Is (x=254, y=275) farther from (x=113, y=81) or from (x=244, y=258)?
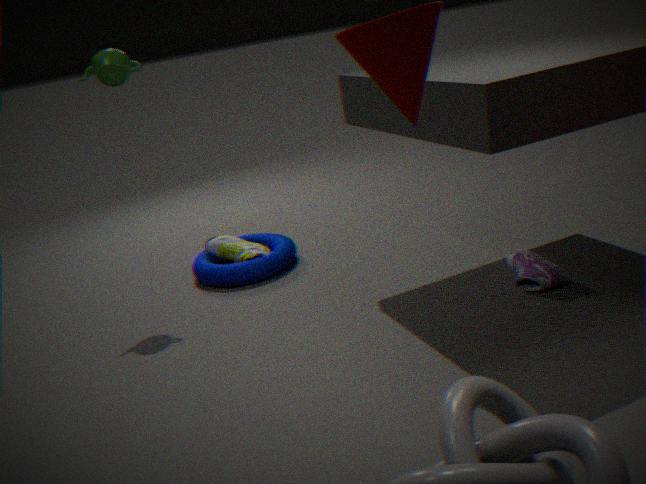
(x=113, y=81)
